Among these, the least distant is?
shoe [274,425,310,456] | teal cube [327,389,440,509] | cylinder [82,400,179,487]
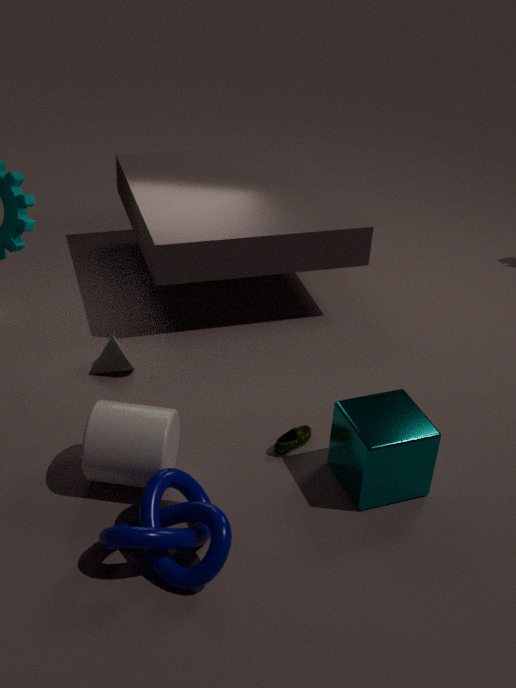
cylinder [82,400,179,487]
